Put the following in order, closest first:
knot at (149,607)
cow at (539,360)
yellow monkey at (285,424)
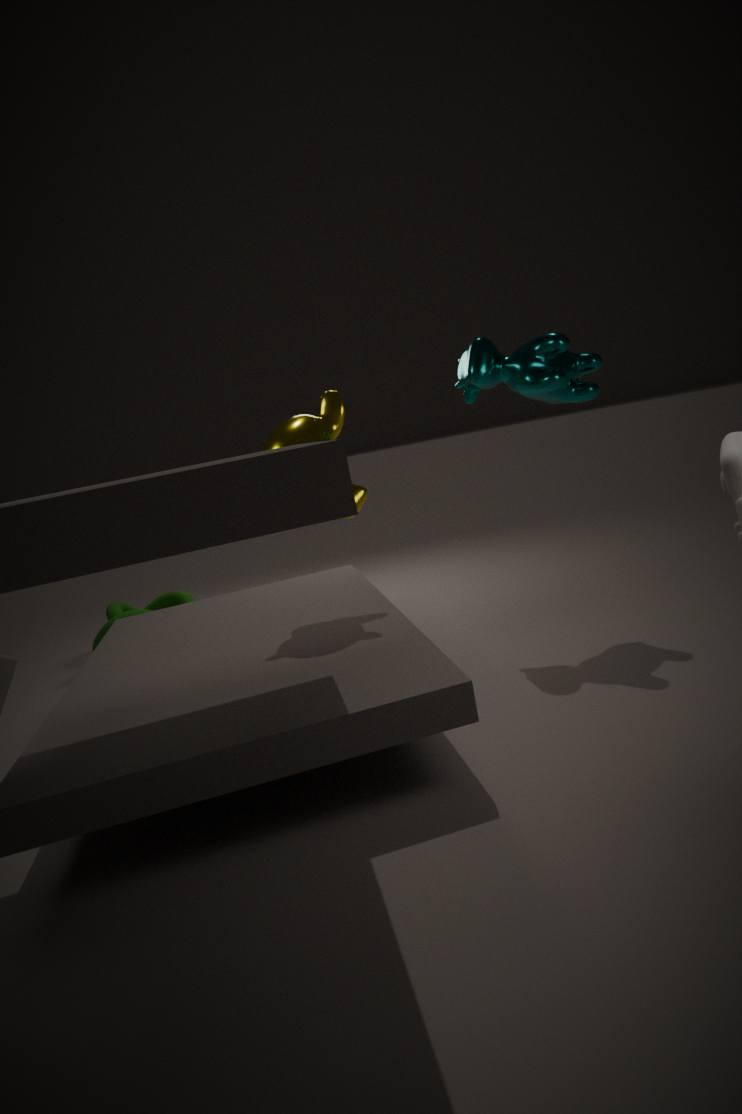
yellow monkey at (285,424)
cow at (539,360)
knot at (149,607)
